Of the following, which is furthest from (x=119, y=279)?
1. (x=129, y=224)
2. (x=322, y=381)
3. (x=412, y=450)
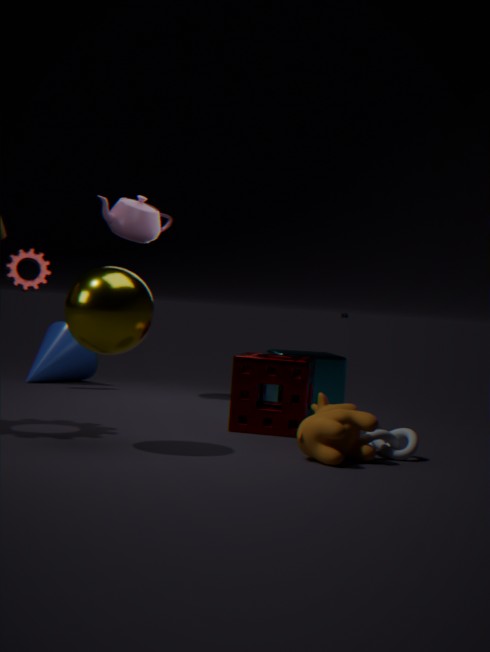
(x=129, y=224)
